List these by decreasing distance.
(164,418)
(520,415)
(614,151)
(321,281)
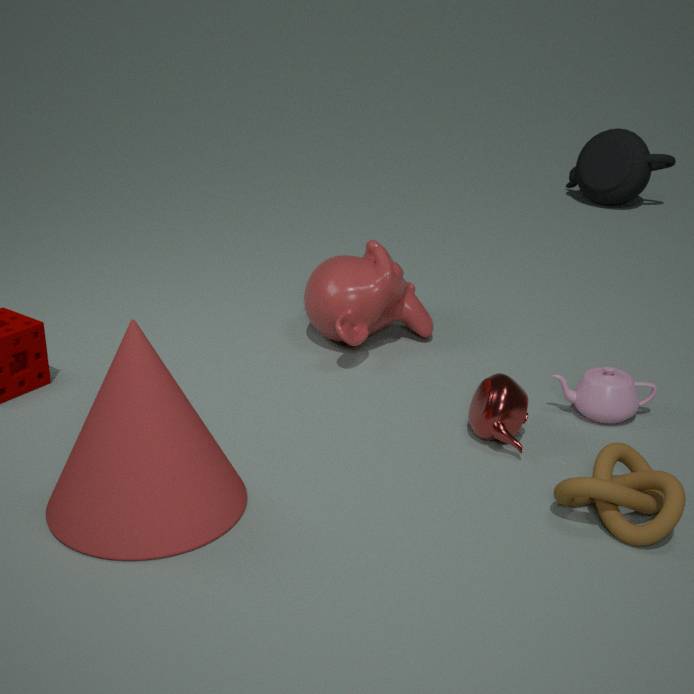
1. (614,151)
2. (321,281)
3. (520,415)
4. (164,418)
